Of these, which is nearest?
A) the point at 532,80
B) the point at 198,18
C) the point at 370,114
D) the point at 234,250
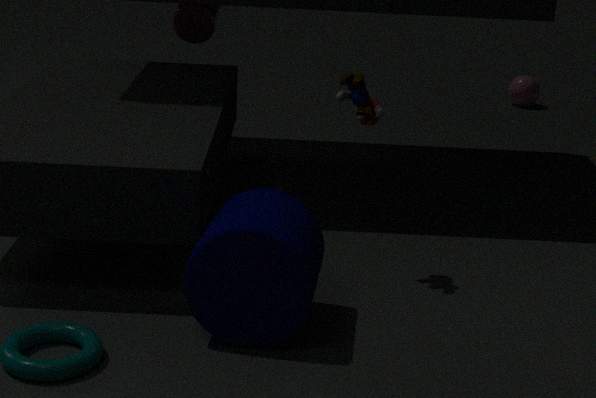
the point at 234,250
